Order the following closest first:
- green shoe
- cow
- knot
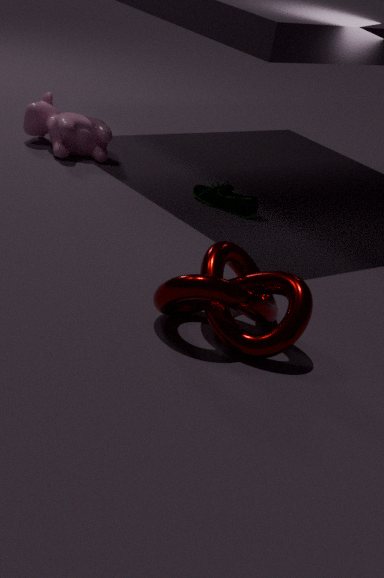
knot
green shoe
cow
